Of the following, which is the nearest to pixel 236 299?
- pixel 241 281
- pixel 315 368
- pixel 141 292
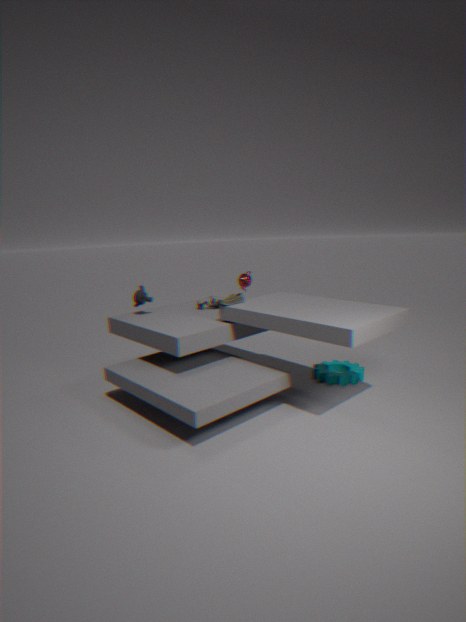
pixel 241 281
